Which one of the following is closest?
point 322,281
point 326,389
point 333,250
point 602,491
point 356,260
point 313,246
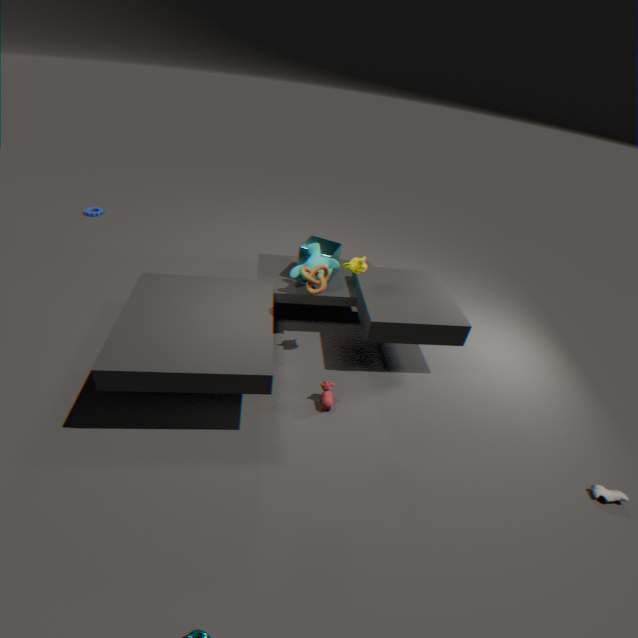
point 602,491
